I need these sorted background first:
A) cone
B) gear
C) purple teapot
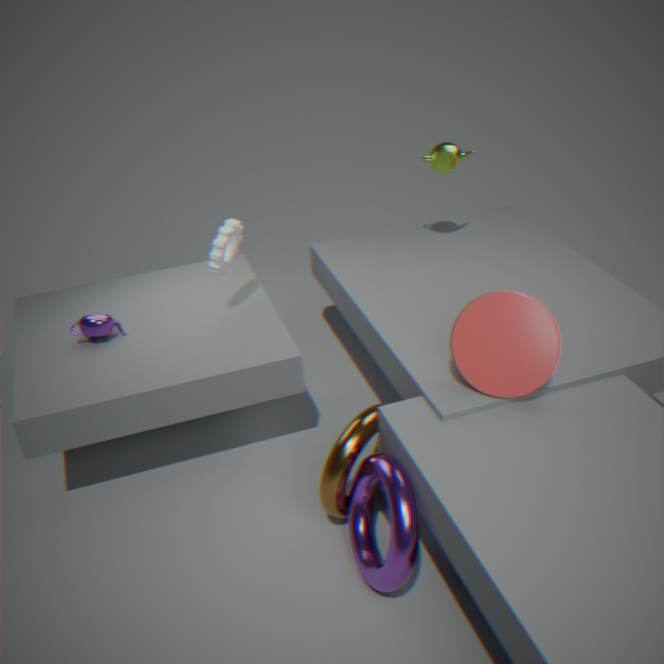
purple teapot, gear, cone
